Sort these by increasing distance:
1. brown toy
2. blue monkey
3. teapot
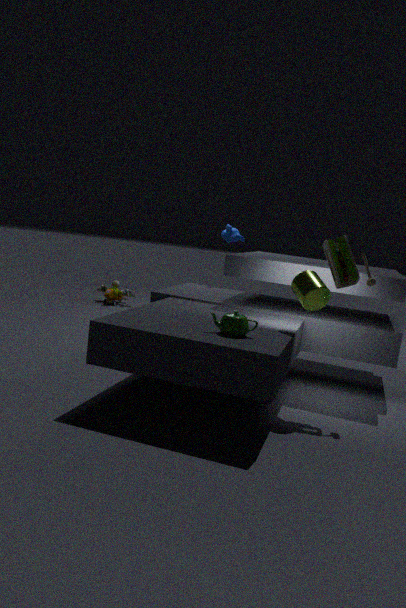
teapot → blue monkey → brown toy
